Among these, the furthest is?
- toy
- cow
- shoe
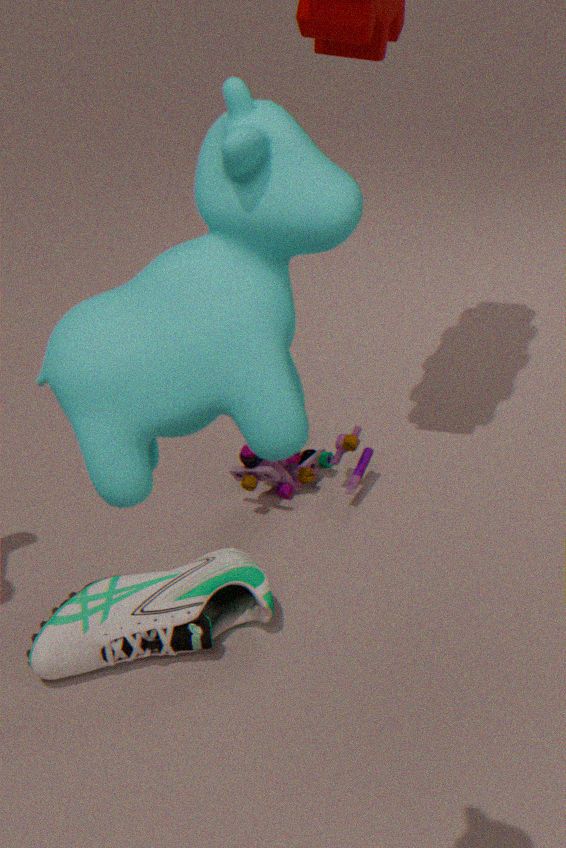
toy
